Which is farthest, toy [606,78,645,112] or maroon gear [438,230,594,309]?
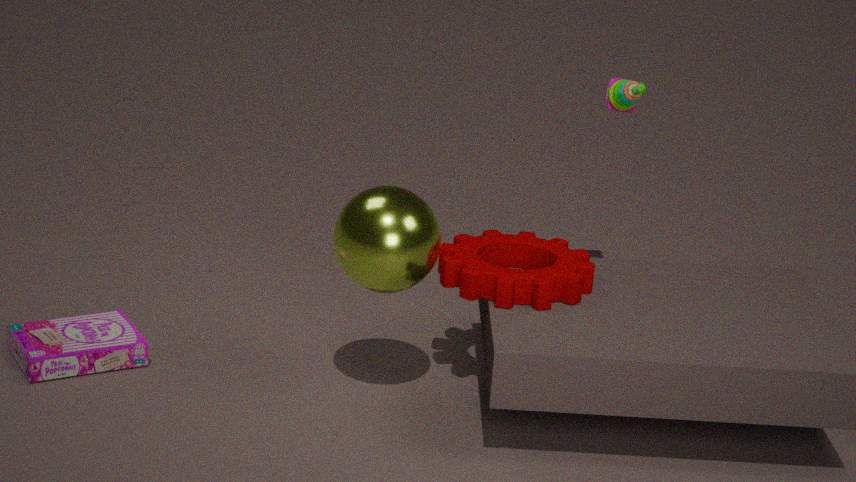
toy [606,78,645,112]
